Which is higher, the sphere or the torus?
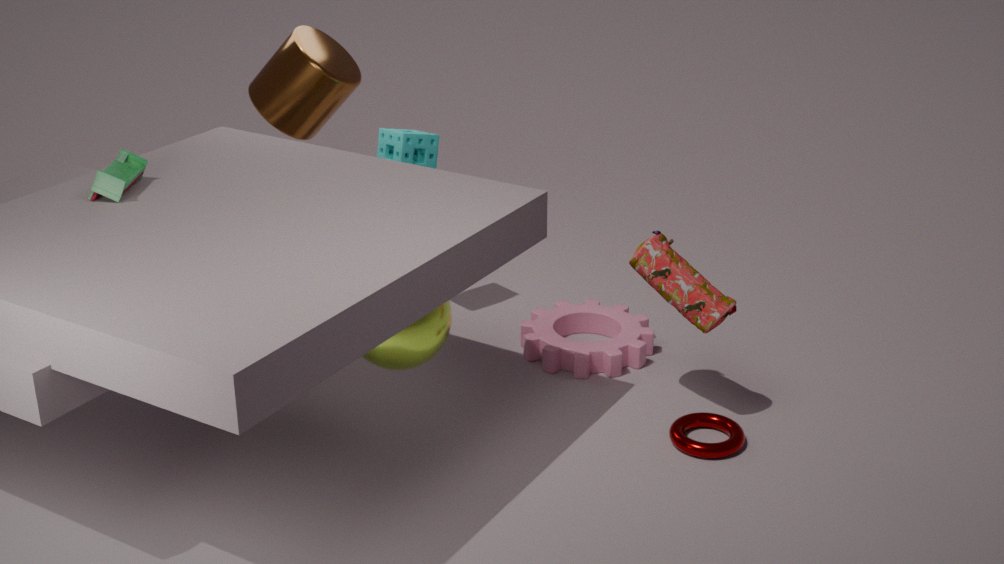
the sphere
